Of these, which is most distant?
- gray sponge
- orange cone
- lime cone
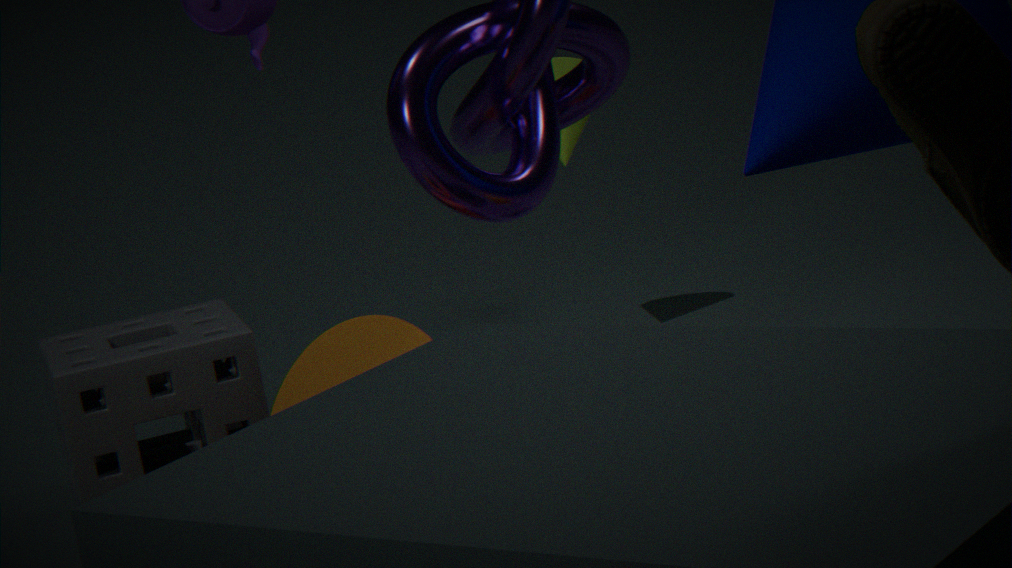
lime cone
